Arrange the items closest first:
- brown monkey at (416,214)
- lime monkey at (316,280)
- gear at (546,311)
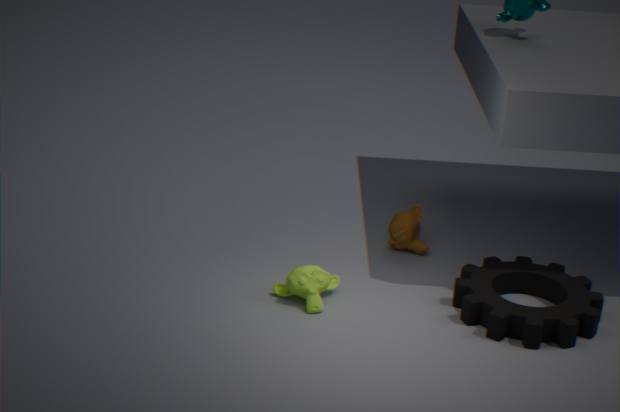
1. gear at (546,311)
2. lime monkey at (316,280)
3. brown monkey at (416,214)
